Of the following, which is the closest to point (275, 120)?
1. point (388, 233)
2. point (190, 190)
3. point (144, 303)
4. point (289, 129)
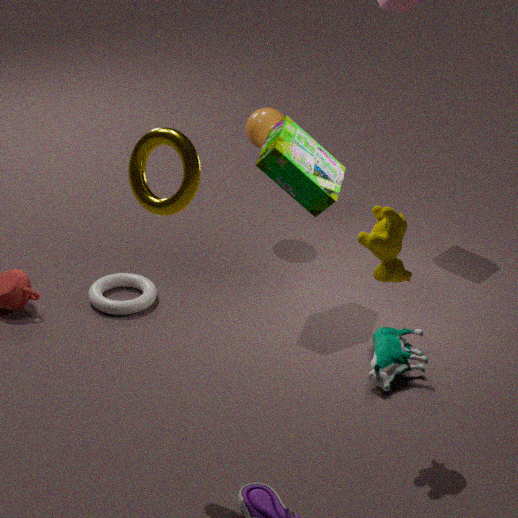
point (289, 129)
